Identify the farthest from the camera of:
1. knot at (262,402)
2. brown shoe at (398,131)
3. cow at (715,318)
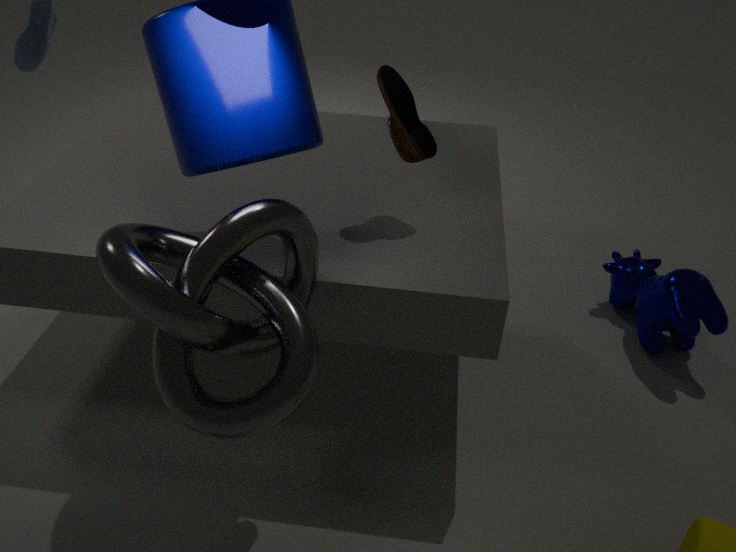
cow at (715,318)
